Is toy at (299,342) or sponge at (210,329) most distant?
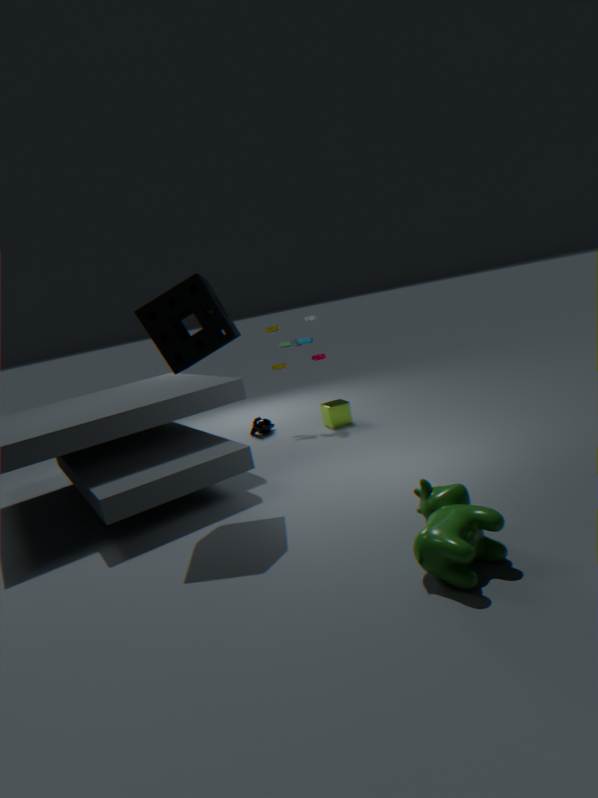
toy at (299,342)
